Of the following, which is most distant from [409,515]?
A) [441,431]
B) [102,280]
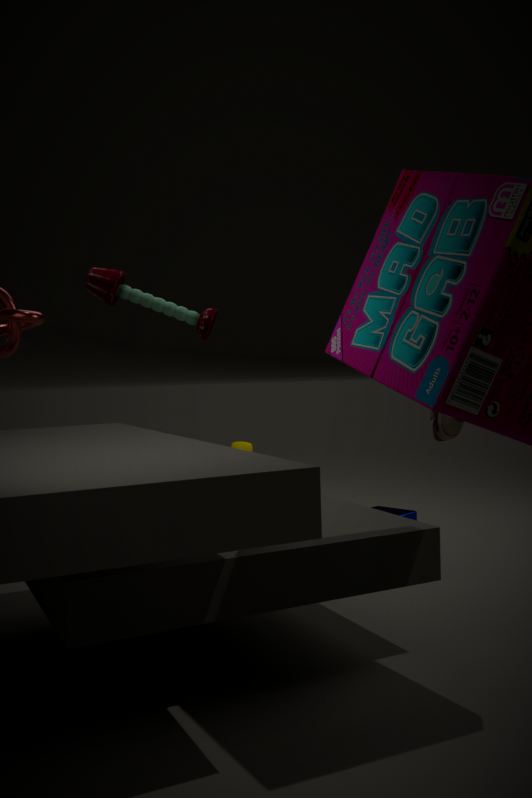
[102,280]
